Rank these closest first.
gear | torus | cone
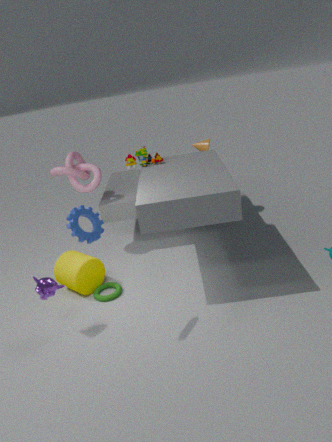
gear, torus, cone
